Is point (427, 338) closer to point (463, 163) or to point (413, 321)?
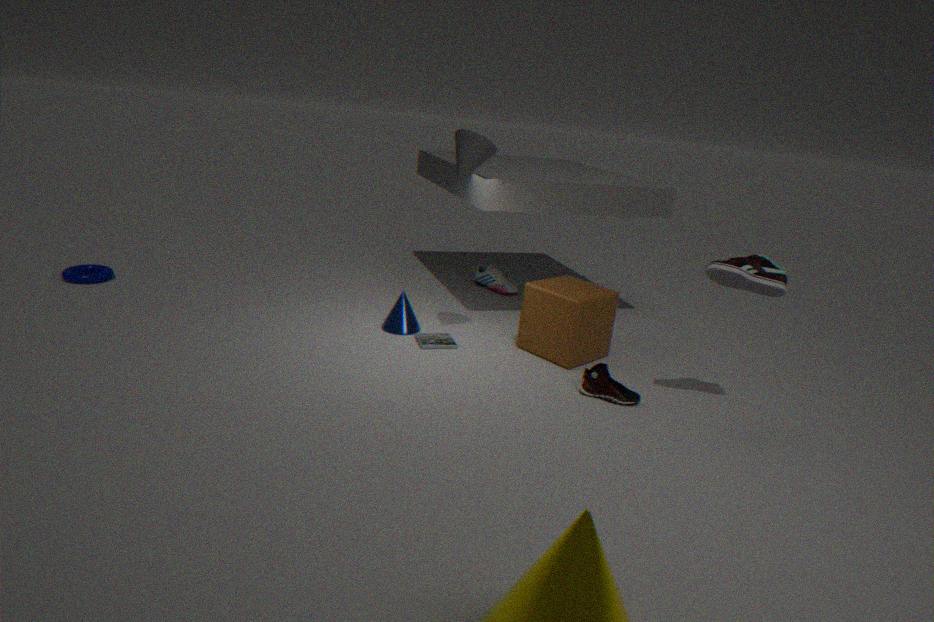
point (413, 321)
